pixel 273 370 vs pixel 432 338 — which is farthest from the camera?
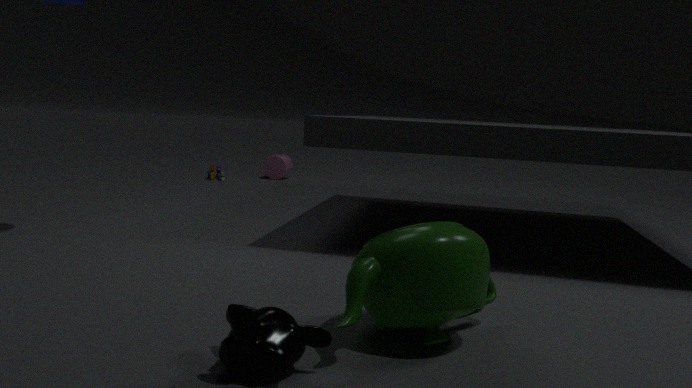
pixel 432 338
